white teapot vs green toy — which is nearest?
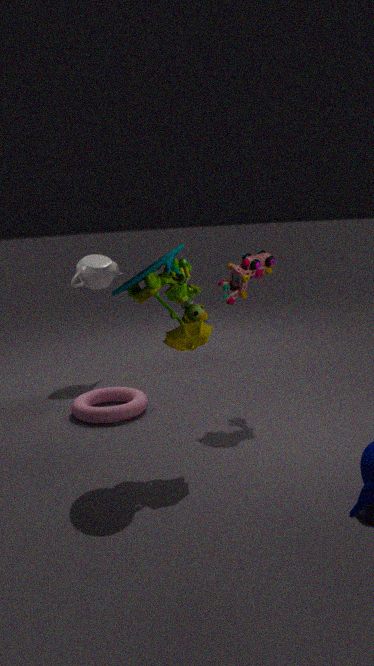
green toy
